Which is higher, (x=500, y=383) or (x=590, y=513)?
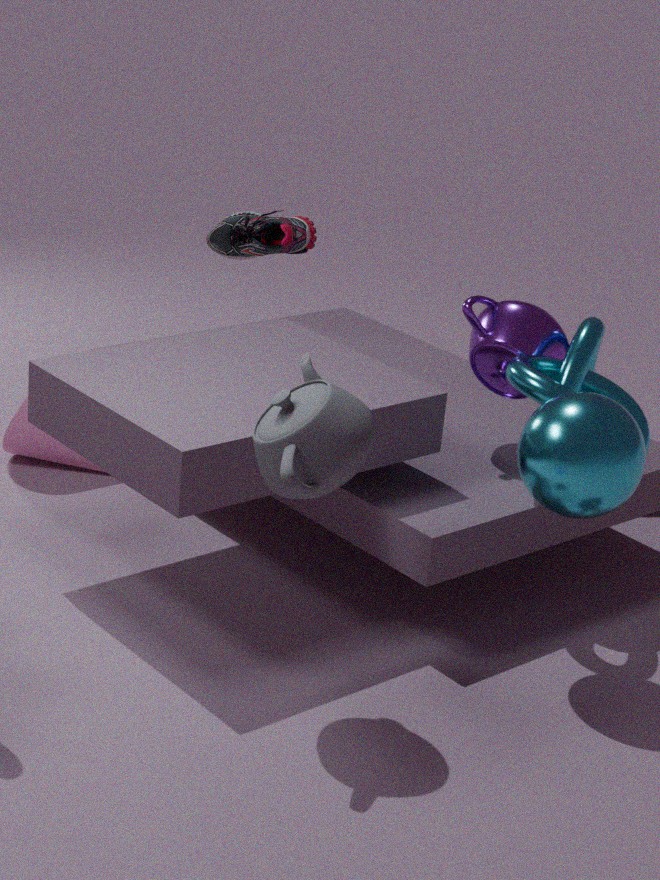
(x=500, y=383)
